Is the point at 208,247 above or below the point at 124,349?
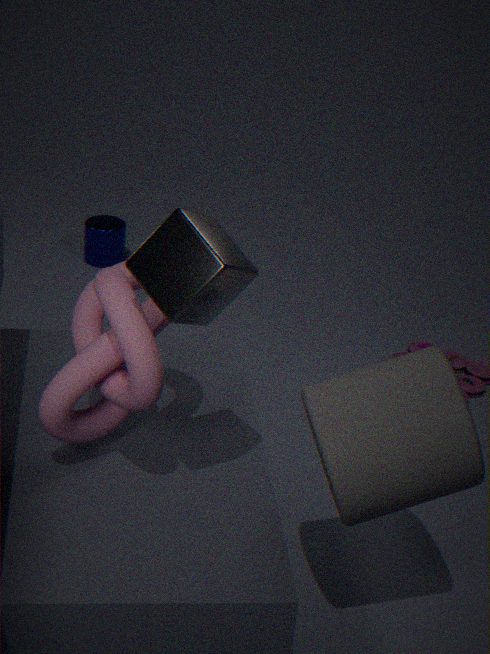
above
